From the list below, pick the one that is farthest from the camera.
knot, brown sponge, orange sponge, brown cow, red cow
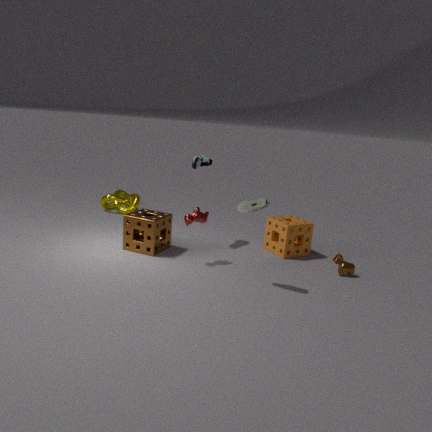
knot
